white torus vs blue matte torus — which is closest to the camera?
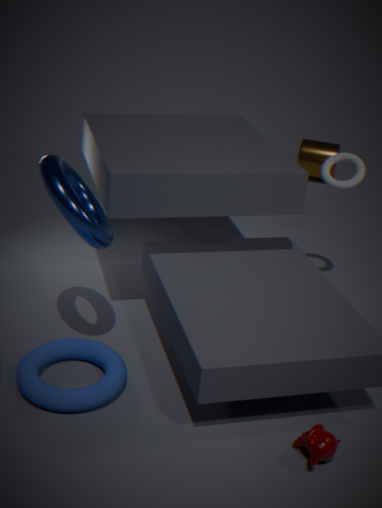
blue matte torus
